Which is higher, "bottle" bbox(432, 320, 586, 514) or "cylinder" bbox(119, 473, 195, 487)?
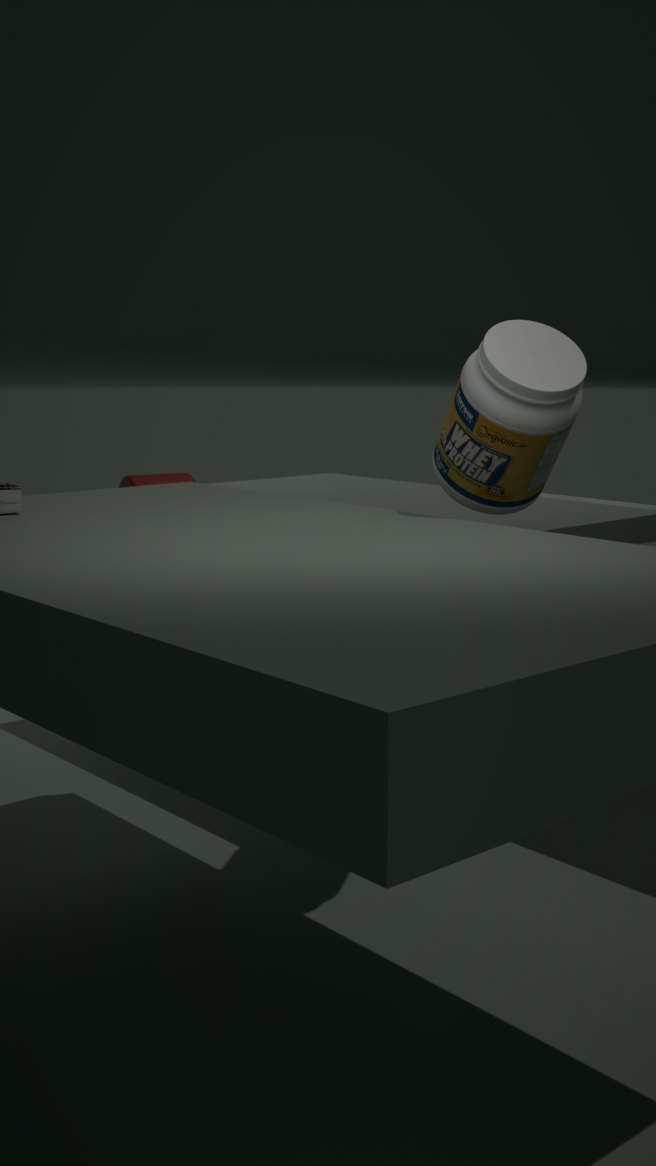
"bottle" bbox(432, 320, 586, 514)
